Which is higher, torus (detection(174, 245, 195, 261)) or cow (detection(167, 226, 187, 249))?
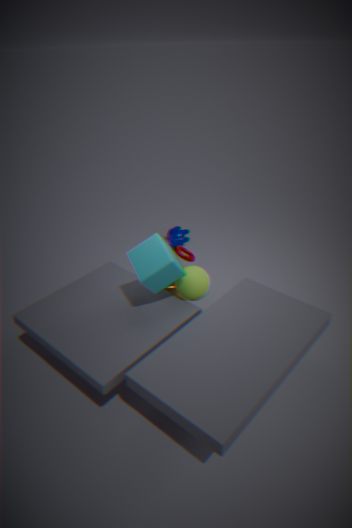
torus (detection(174, 245, 195, 261))
